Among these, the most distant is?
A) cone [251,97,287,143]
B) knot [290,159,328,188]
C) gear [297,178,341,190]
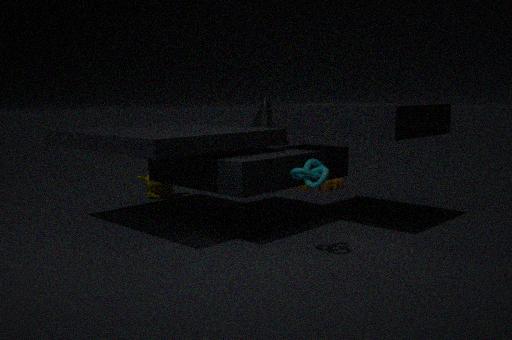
gear [297,178,341,190]
